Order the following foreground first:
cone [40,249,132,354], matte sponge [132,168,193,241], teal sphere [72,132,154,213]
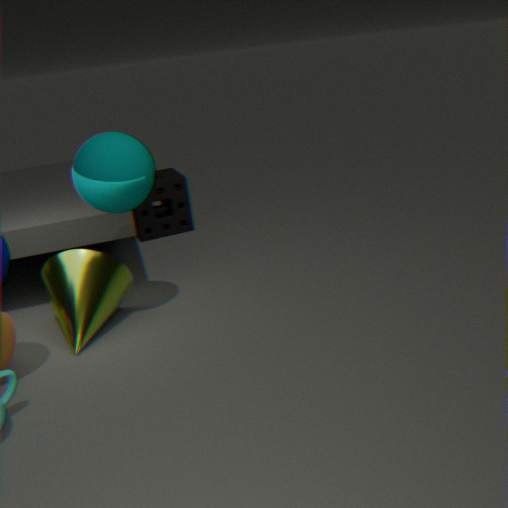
teal sphere [72,132,154,213] < cone [40,249,132,354] < matte sponge [132,168,193,241]
